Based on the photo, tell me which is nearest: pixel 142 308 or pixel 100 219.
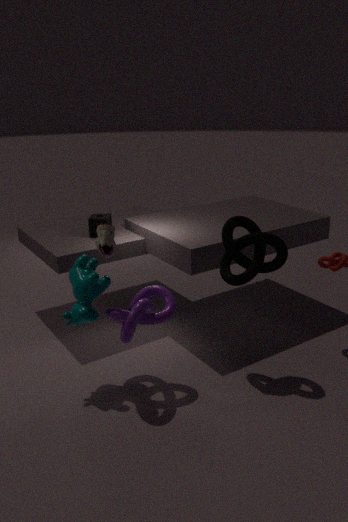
pixel 142 308
